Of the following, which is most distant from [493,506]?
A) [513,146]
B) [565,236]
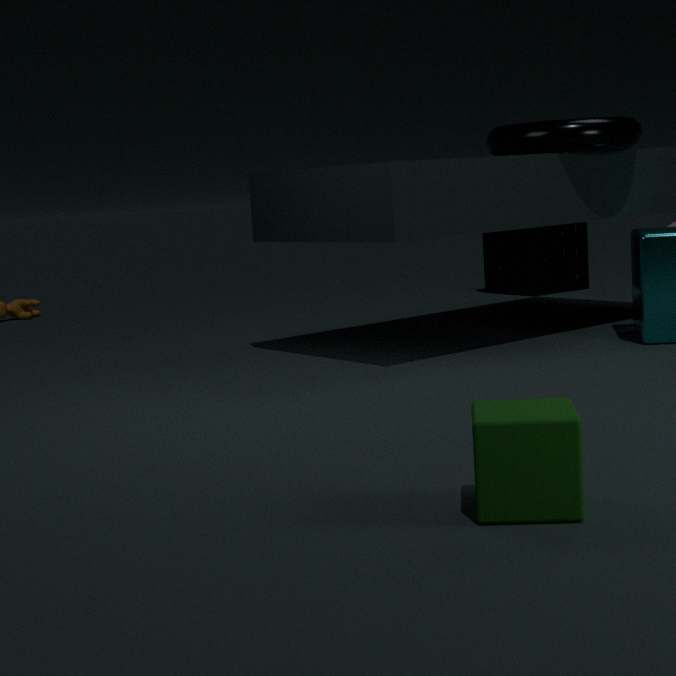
[565,236]
